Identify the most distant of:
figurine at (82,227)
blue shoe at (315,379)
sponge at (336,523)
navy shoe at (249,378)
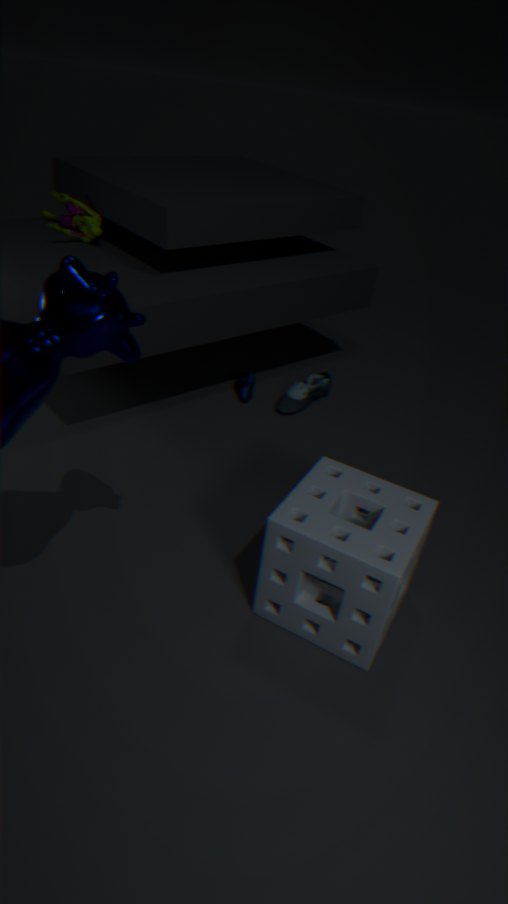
navy shoe at (249,378)
